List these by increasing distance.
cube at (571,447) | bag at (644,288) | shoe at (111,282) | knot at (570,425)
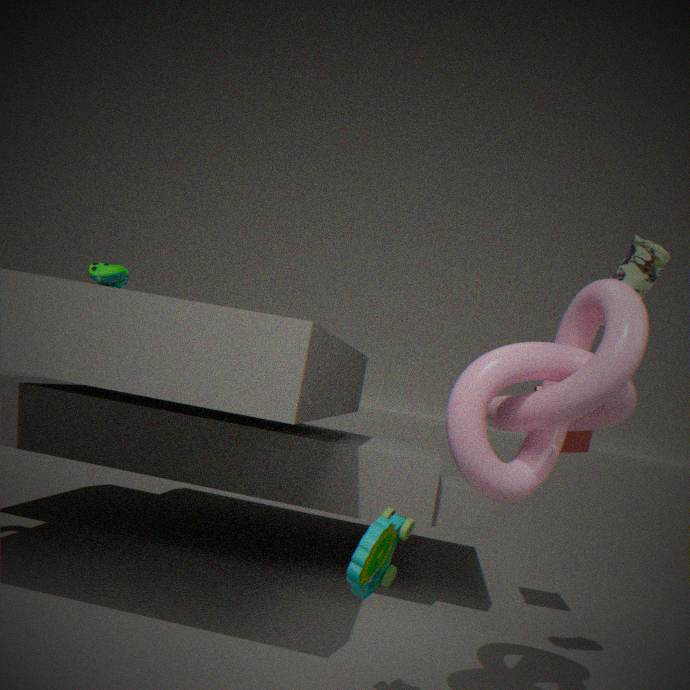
knot at (570,425), bag at (644,288), shoe at (111,282), cube at (571,447)
